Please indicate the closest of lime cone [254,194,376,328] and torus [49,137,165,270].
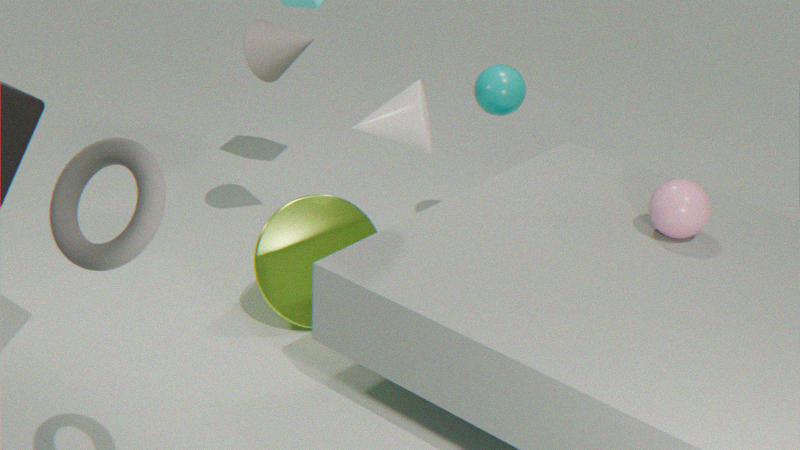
torus [49,137,165,270]
